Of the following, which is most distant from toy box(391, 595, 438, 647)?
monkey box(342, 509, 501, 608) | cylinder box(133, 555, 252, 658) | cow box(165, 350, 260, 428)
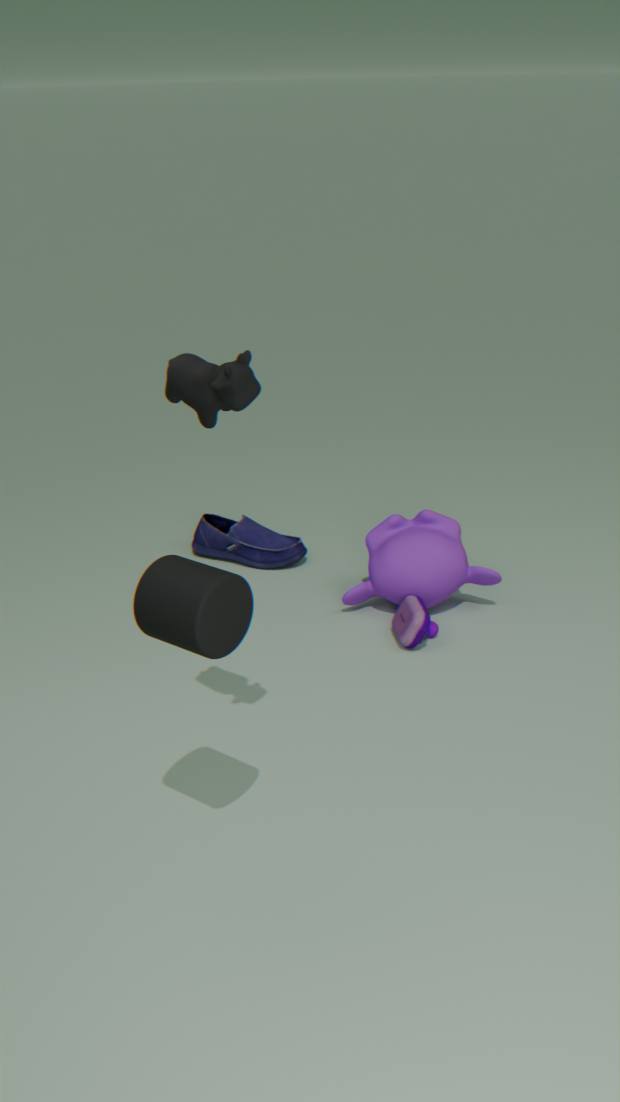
cow box(165, 350, 260, 428)
